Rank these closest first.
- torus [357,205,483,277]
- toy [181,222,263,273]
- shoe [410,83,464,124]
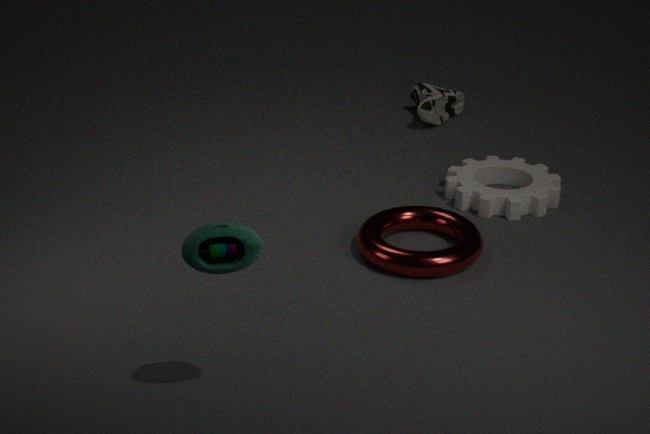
toy [181,222,263,273], torus [357,205,483,277], shoe [410,83,464,124]
